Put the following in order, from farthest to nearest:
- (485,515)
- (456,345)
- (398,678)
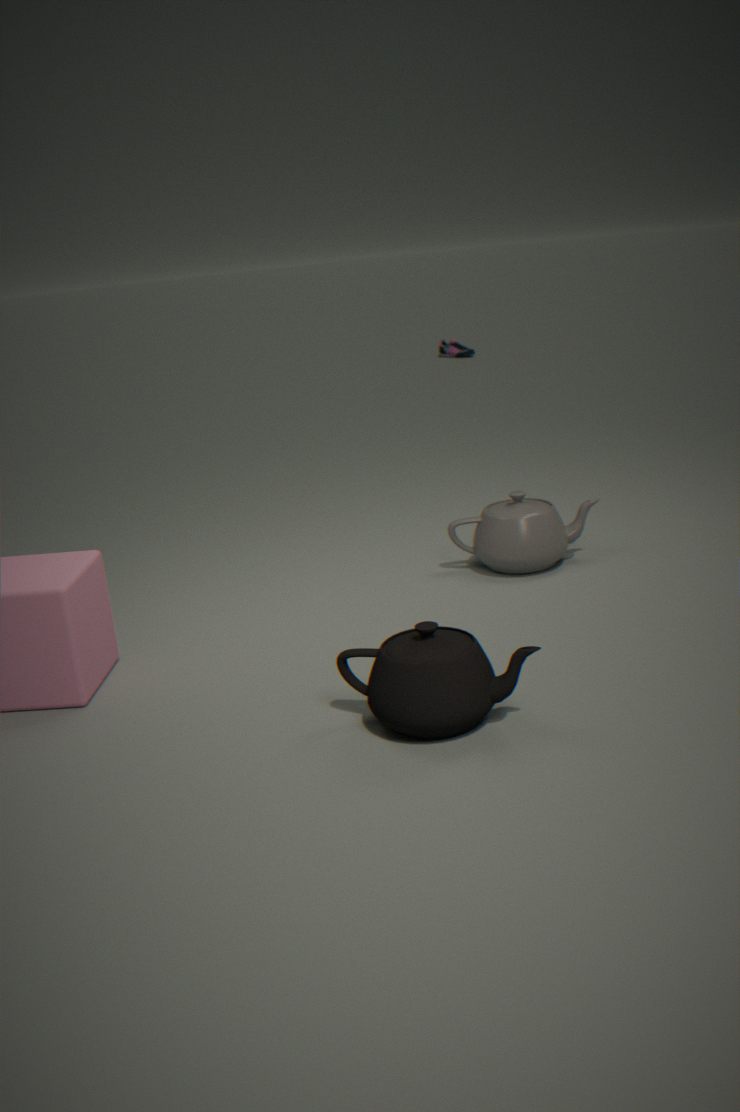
(456,345) < (485,515) < (398,678)
